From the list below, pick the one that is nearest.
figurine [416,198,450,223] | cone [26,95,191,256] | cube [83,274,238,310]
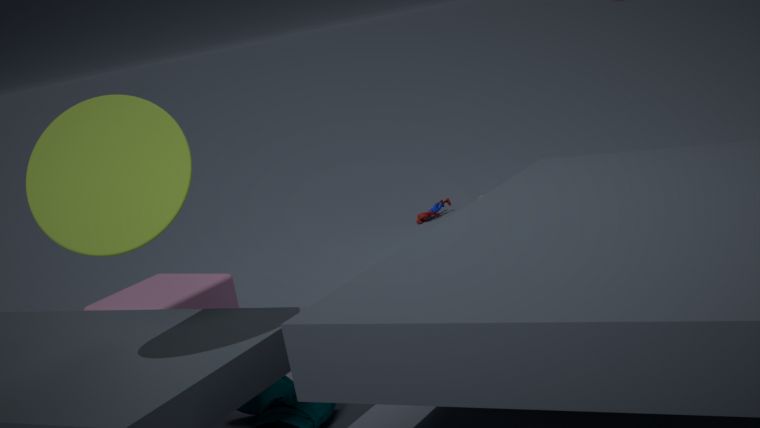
cone [26,95,191,256]
